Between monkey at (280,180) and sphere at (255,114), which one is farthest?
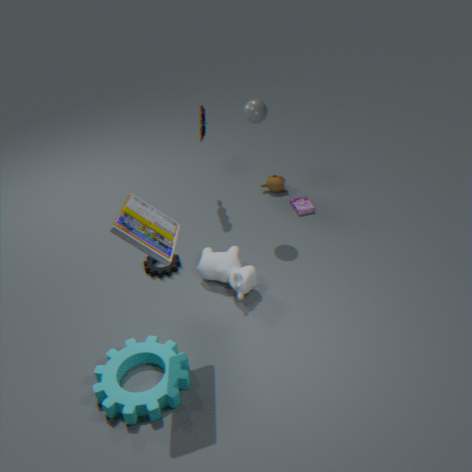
monkey at (280,180)
